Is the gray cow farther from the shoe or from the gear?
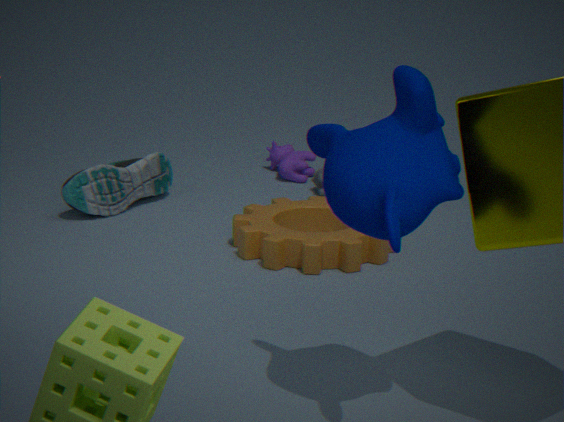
the shoe
